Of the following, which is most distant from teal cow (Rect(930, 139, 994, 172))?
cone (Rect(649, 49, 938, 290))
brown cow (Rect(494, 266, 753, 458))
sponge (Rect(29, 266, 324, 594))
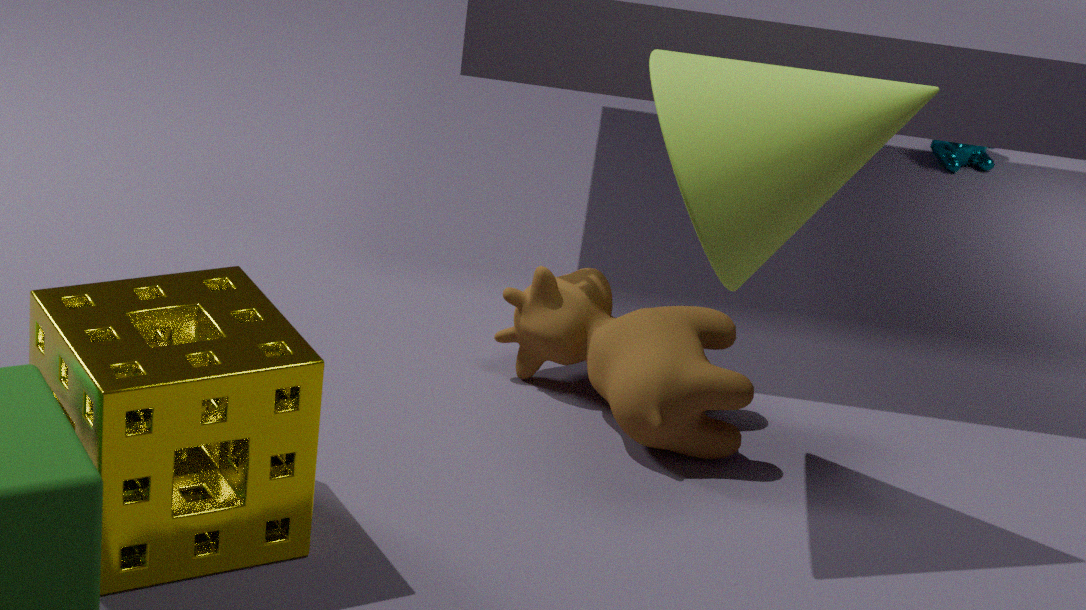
sponge (Rect(29, 266, 324, 594))
